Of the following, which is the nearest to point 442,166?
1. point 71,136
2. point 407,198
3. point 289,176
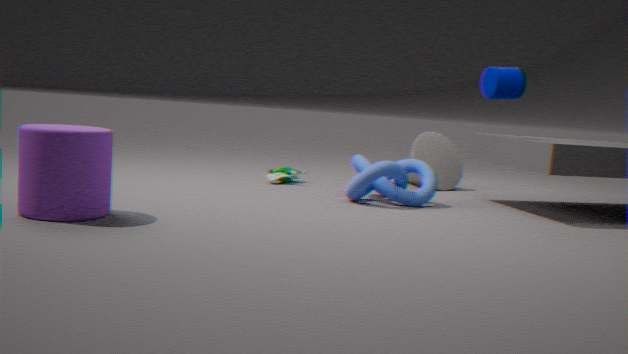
point 407,198
